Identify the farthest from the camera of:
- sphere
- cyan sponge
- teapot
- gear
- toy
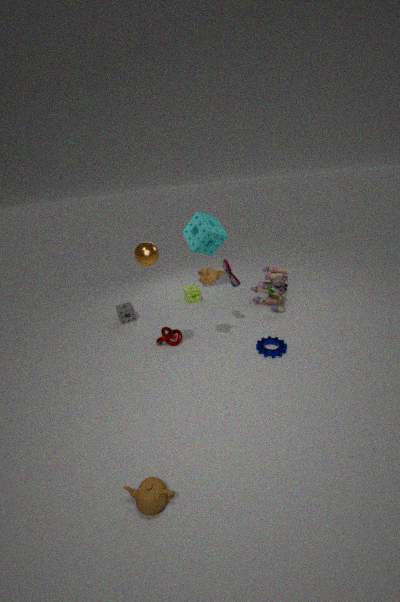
cyan sponge
